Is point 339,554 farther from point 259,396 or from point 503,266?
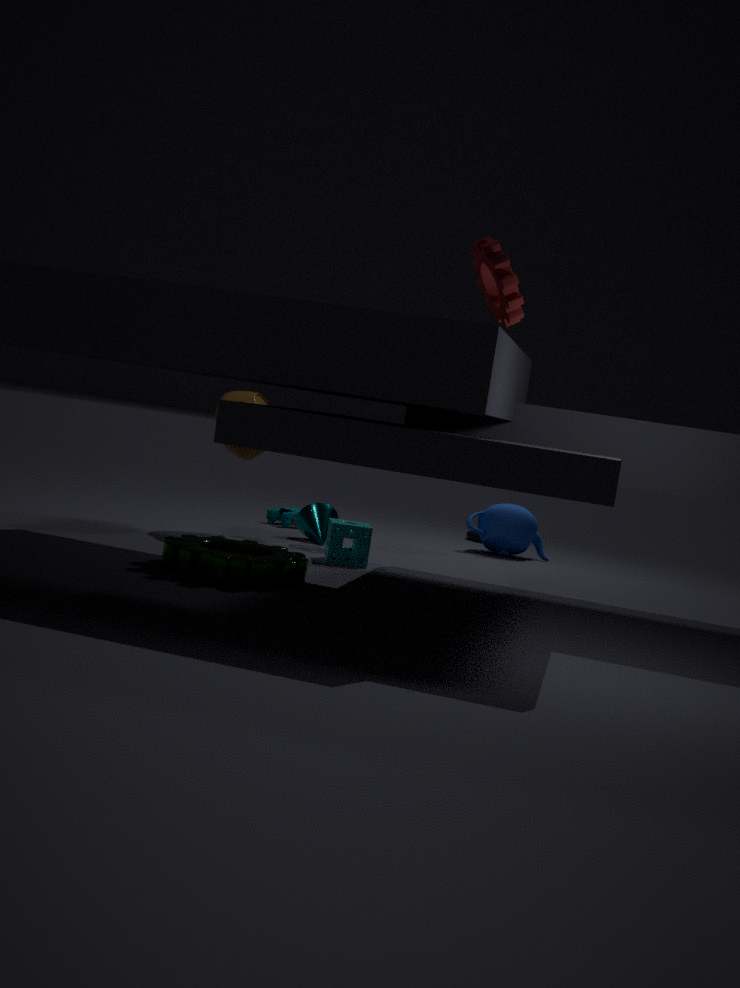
point 503,266
